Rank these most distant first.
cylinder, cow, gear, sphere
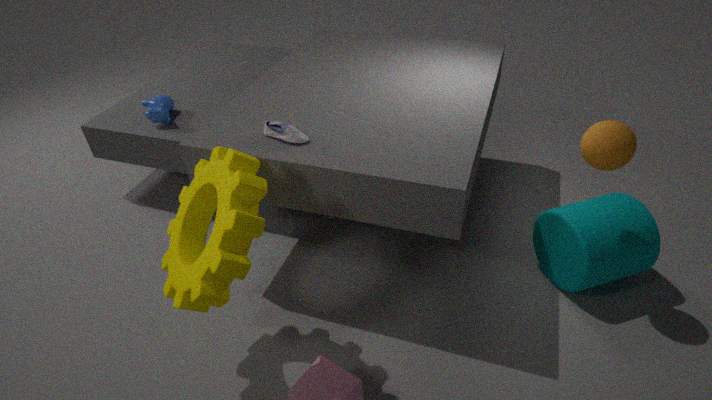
cow < cylinder < sphere < gear
